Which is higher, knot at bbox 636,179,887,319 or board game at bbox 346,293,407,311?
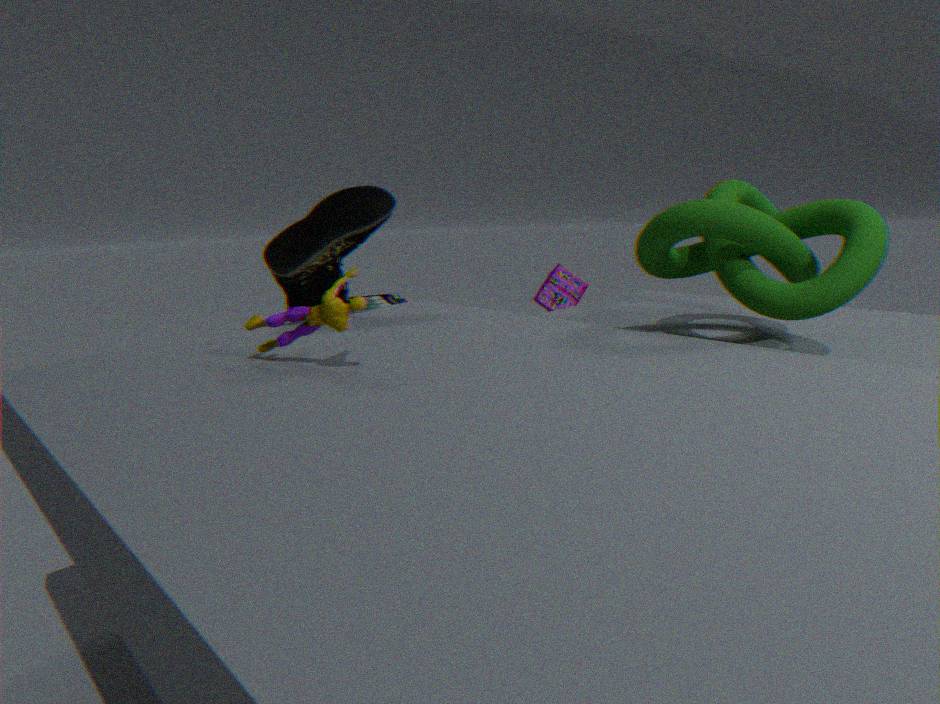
knot at bbox 636,179,887,319
